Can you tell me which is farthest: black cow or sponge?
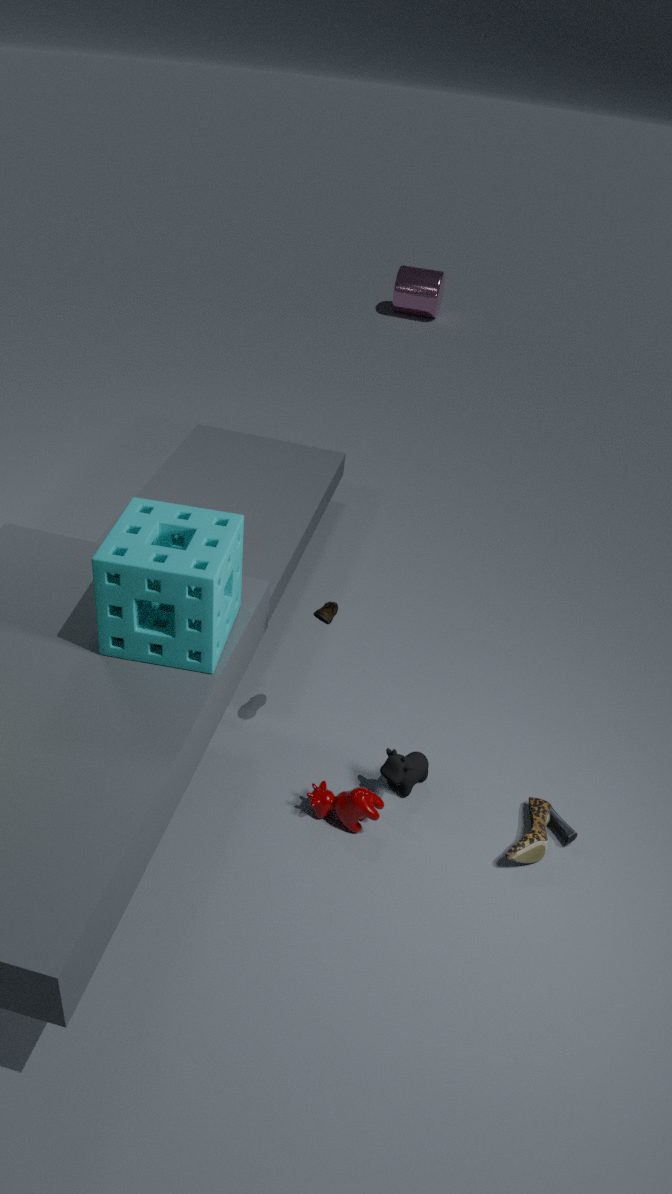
black cow
